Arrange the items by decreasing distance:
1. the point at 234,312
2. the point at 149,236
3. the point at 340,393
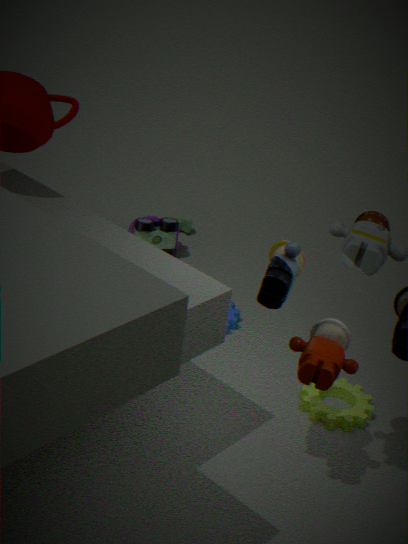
1. the point at 149,236
2. the point at 234,312
3. the point at 340,393
